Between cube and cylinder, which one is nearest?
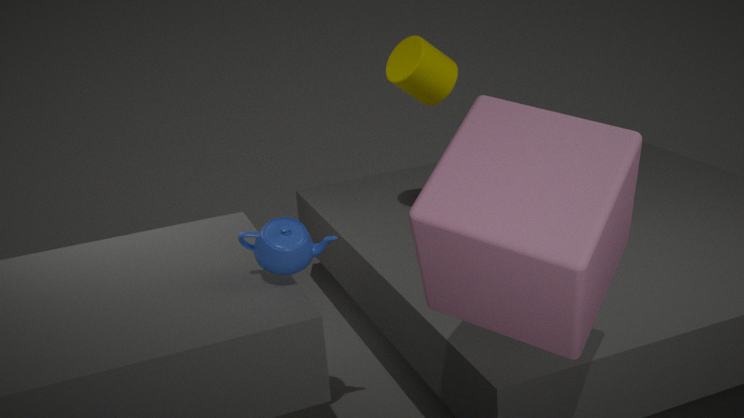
cube
